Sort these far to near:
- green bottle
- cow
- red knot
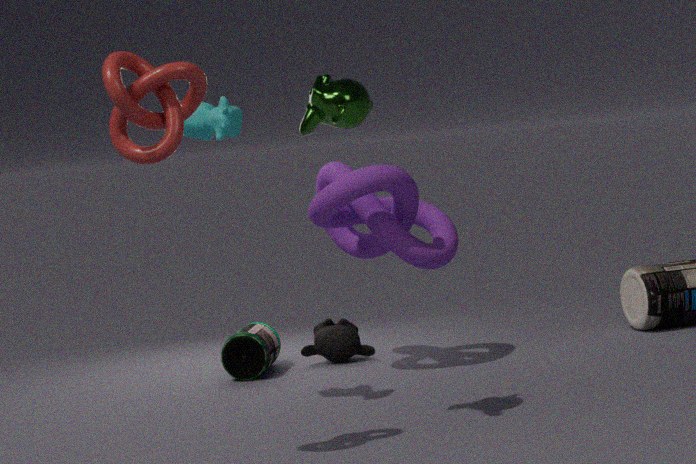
green bottle, cow, red knot
